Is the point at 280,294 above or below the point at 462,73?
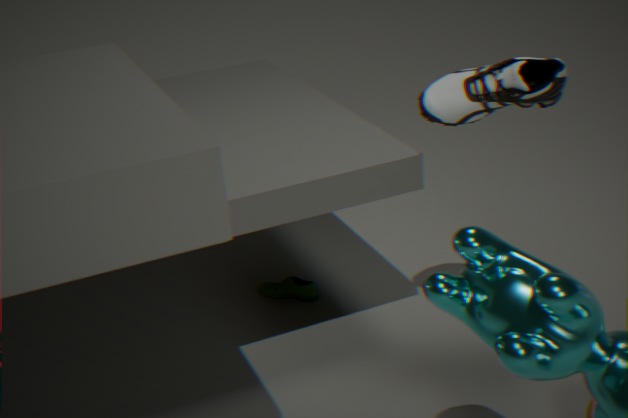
below
